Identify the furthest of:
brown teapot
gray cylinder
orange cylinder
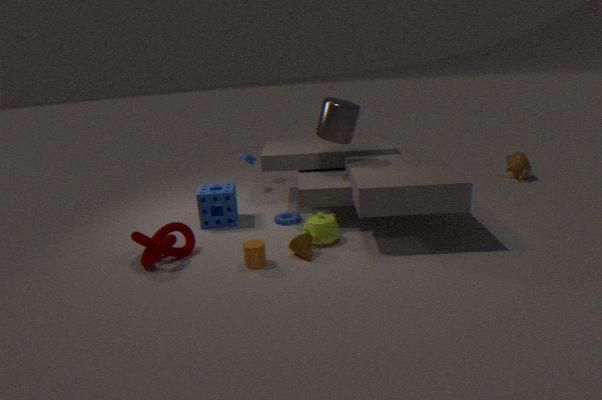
brown teapot
